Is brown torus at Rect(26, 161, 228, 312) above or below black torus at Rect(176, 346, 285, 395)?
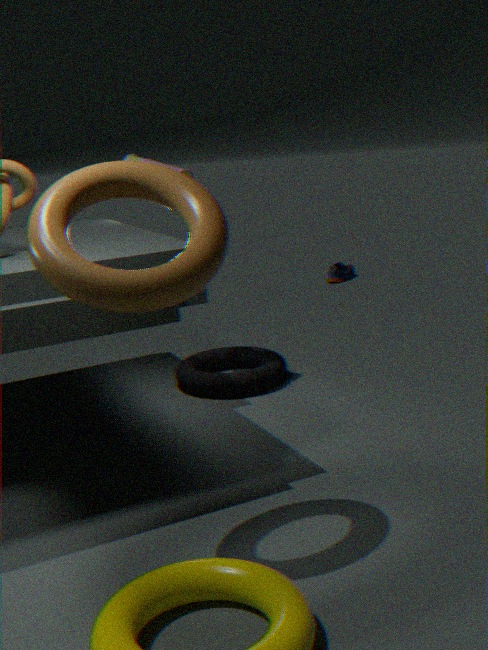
above
